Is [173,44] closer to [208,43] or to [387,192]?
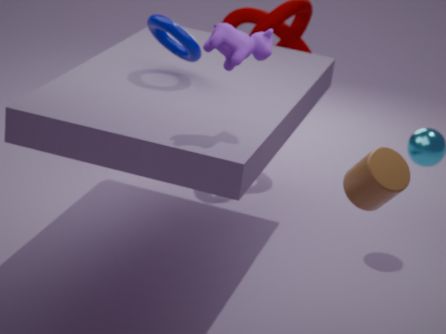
[208,43]
